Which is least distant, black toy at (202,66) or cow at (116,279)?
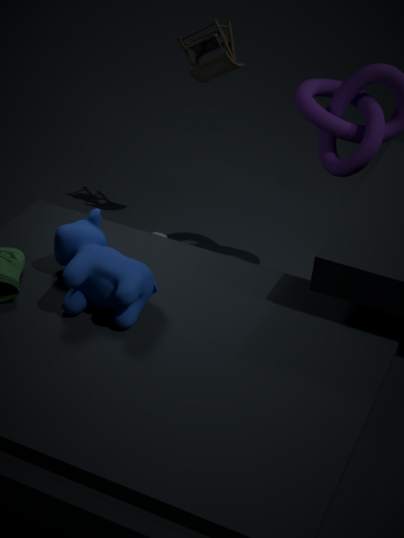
cow at (116,279)
